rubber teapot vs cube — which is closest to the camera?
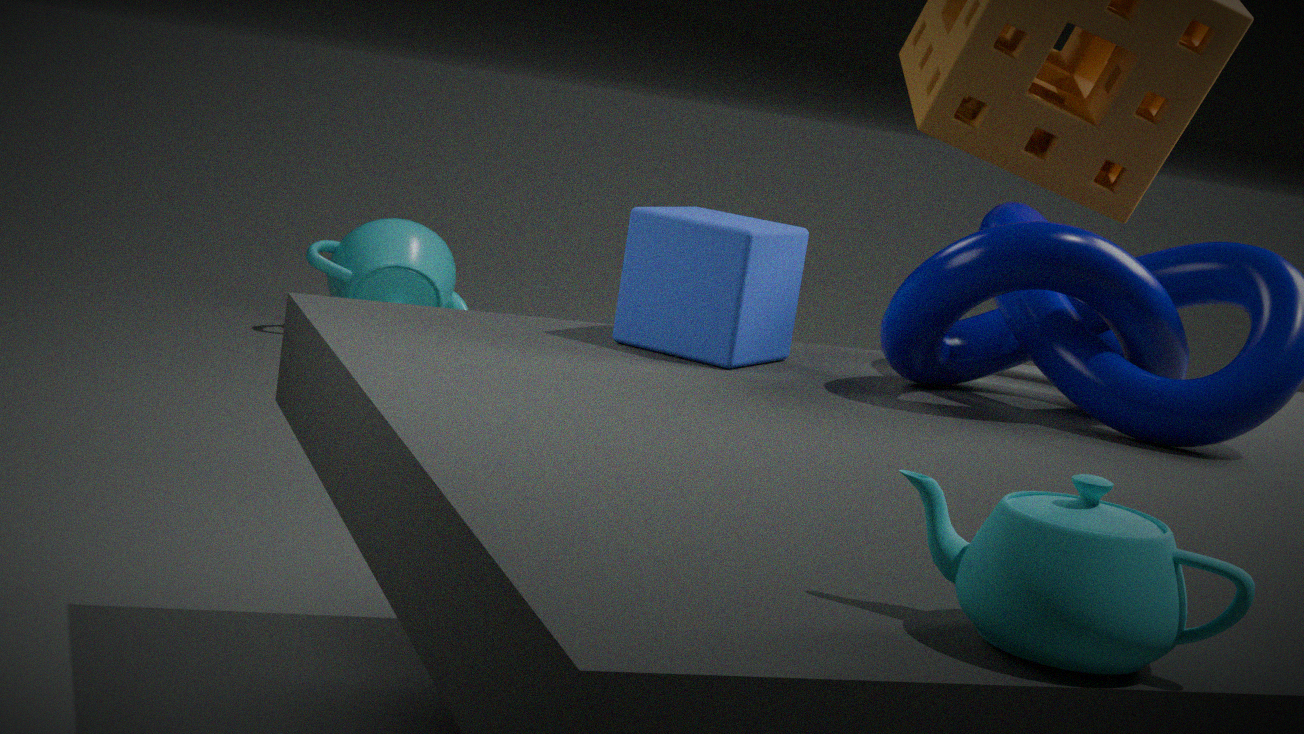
rubber teapot
